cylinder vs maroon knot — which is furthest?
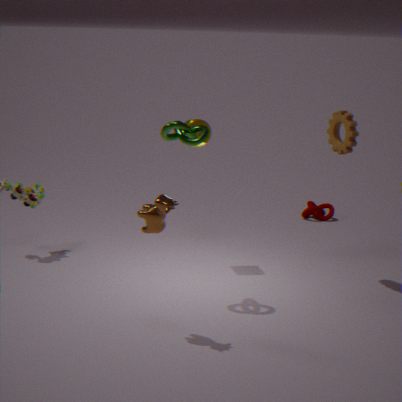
maroon knot
